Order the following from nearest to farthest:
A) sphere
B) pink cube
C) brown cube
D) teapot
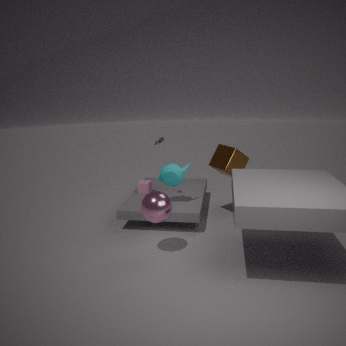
sphere, teapot, brown cube, pink cube
